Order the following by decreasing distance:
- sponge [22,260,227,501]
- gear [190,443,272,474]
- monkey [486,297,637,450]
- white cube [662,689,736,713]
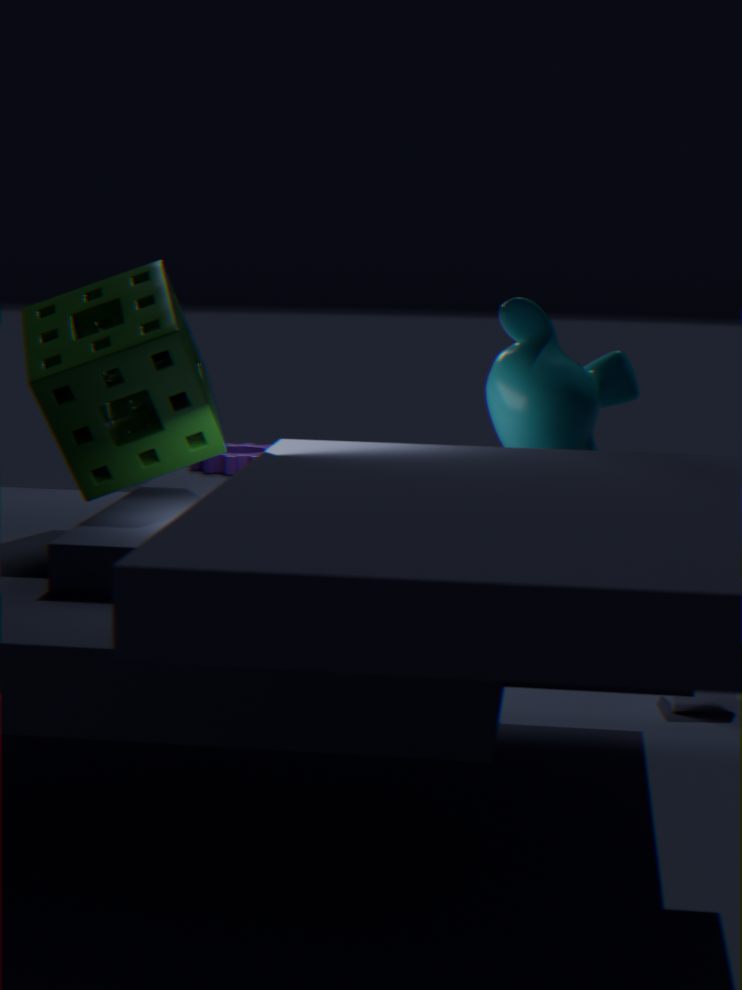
white cube [662,689,736,713] < gear [190,443,272,474] < sponge [22,260,227,501] < monkey [486,297,637,450]
